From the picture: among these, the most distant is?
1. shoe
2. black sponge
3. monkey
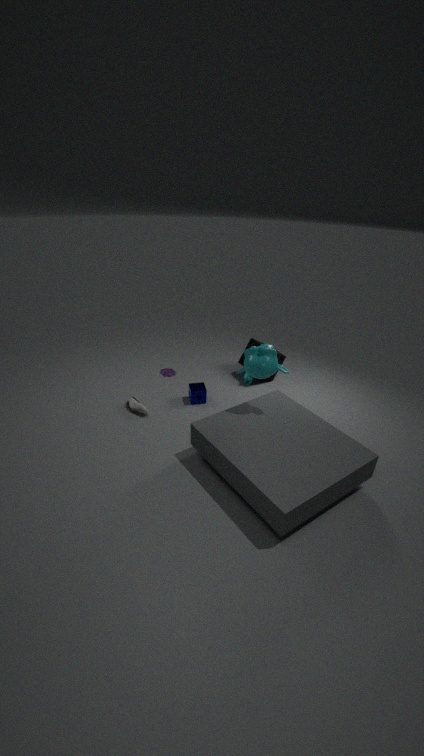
black sponge
